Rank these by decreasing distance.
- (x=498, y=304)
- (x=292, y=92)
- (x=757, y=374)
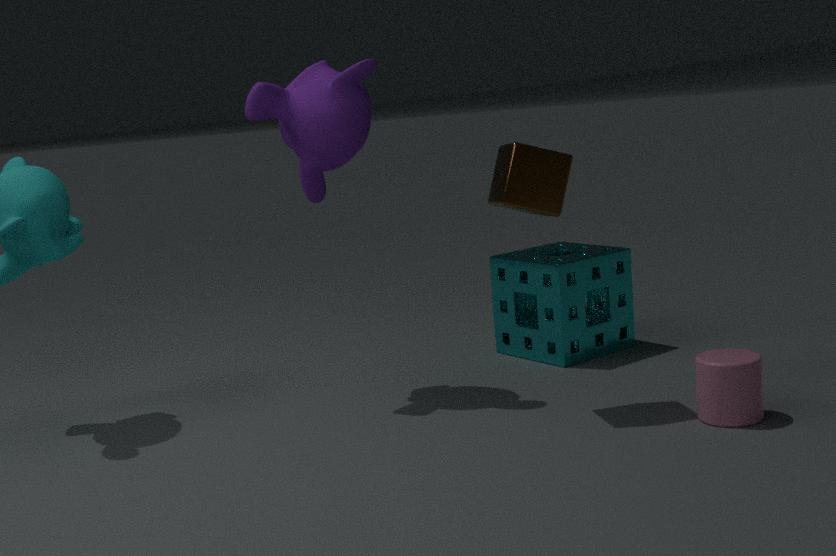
(x=498, y=304), (x=292, y=92), (x=757, y=374)
